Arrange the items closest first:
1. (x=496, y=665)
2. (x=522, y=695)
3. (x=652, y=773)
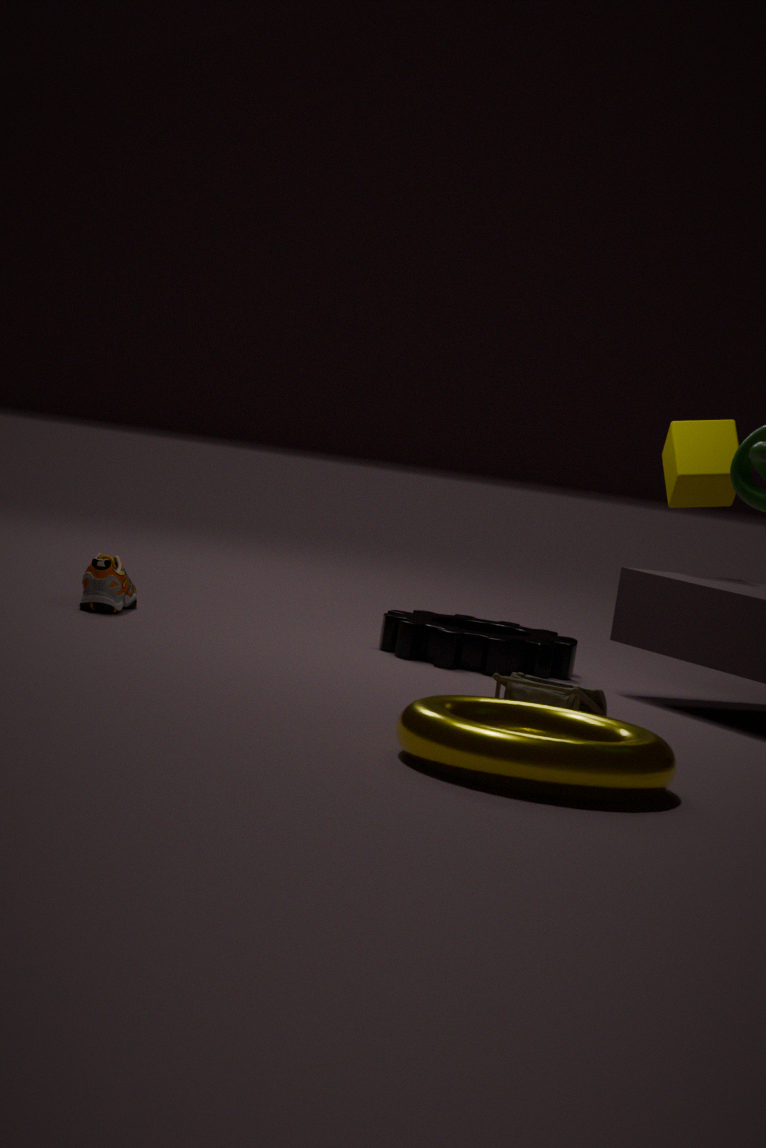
(x=652, y=773), (x=522, y=695), (x=496, y=665)
